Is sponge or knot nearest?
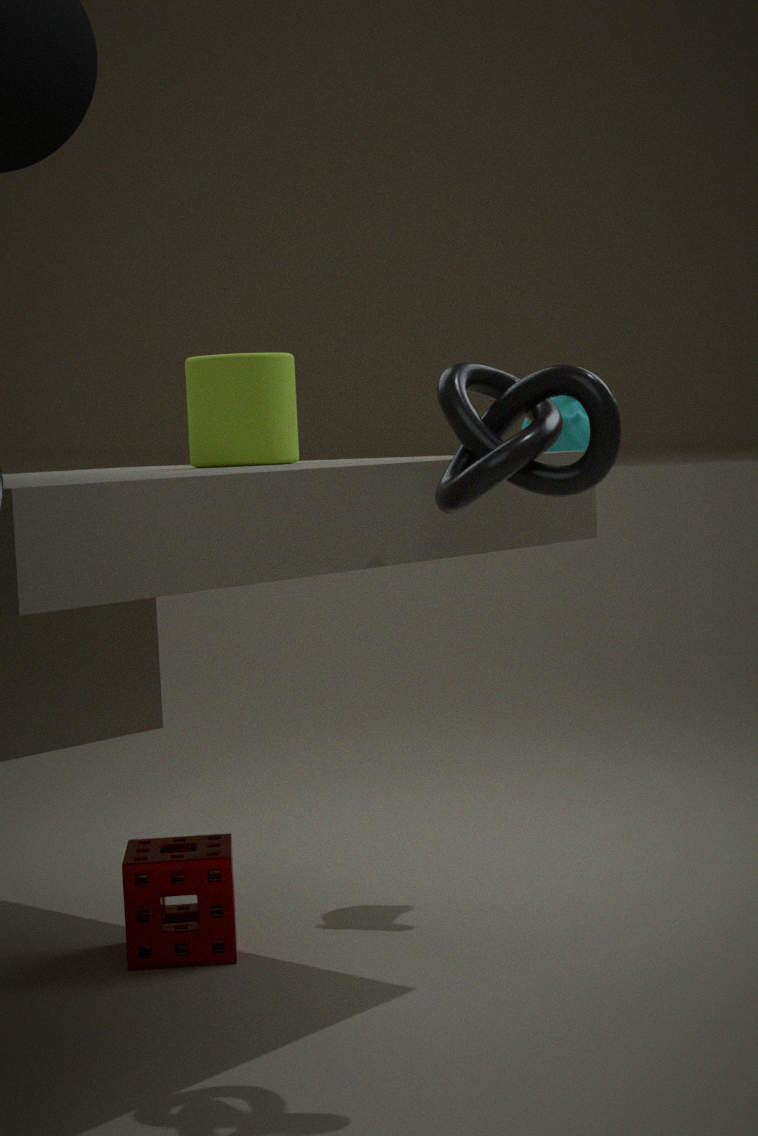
knot
